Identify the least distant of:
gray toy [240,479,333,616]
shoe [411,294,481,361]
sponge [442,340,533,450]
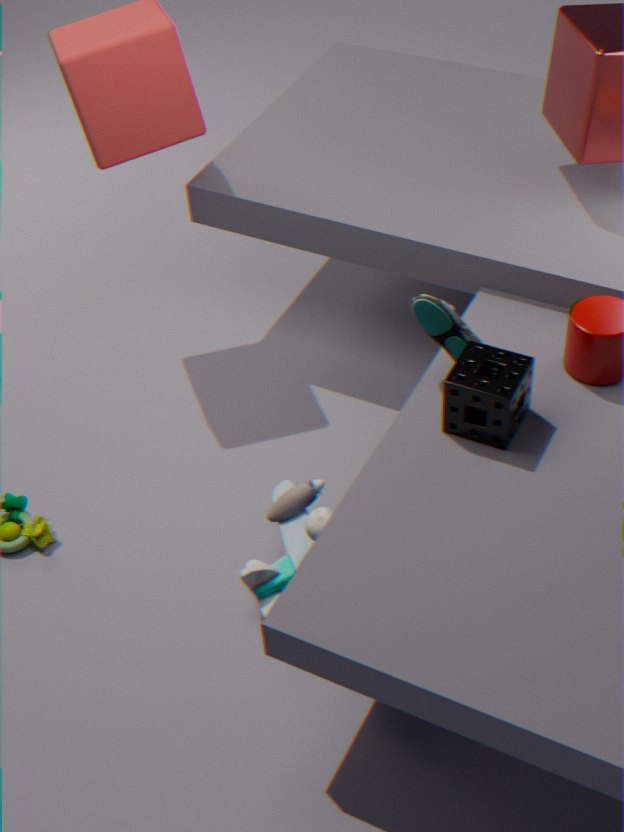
sponge [442,340,533,450]
